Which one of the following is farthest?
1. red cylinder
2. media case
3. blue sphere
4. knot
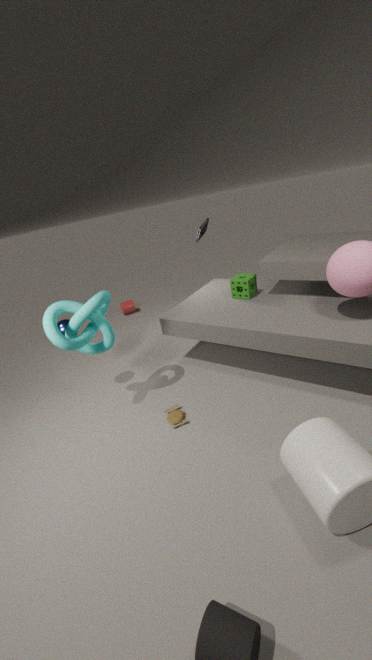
red cylinder
